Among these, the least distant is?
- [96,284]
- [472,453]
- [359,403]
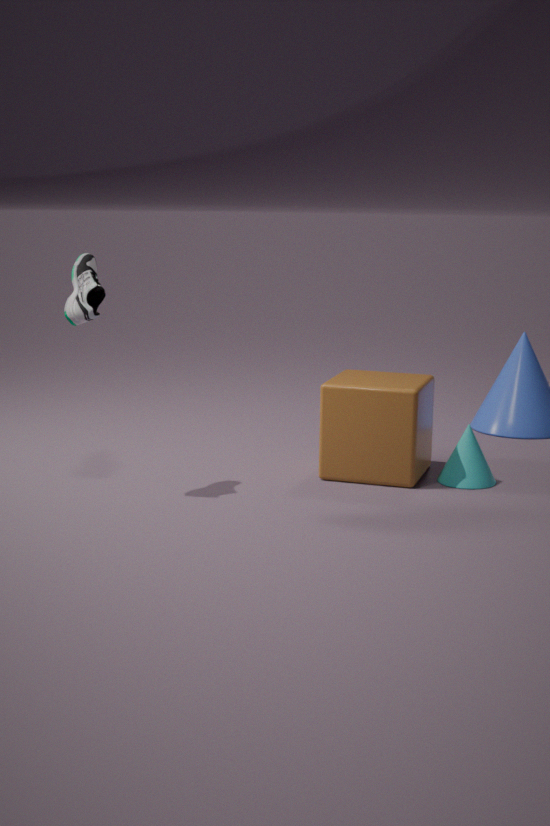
[96,284]
